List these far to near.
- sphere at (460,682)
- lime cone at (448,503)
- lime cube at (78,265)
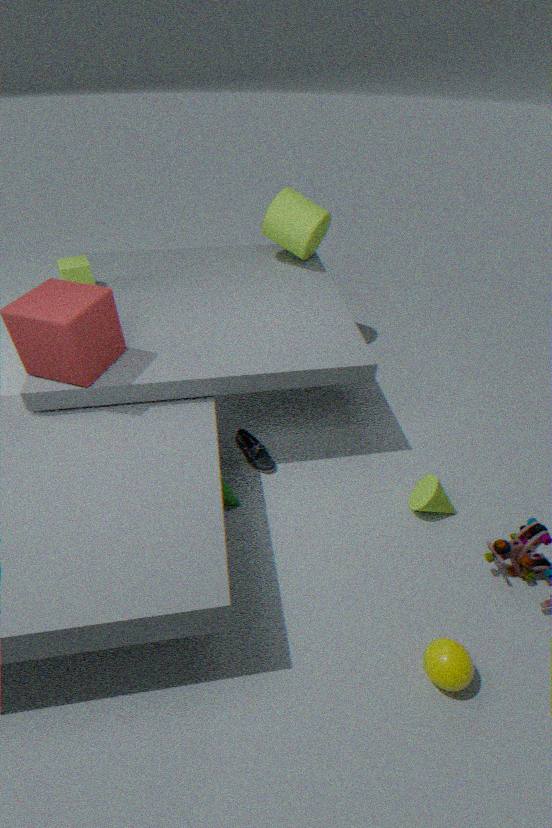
lime cube at (78,265), lime cone at (448,503), sphere at (460,682)
